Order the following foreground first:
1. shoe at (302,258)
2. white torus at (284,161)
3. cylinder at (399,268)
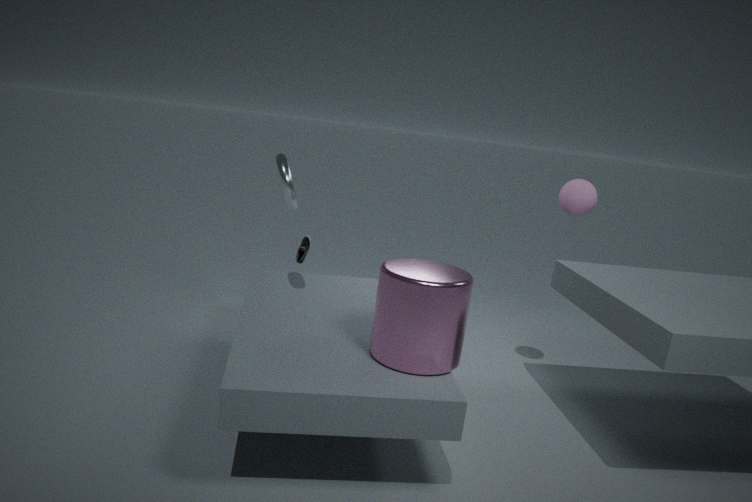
1. cylinder at (399,268)
2. white torus at (284,161)
3. shoe at (302,258)
